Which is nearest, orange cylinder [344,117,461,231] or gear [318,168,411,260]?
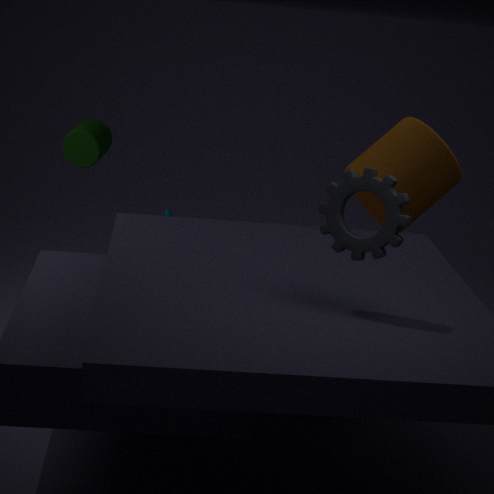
Answer: gear [318,168,411,260]
